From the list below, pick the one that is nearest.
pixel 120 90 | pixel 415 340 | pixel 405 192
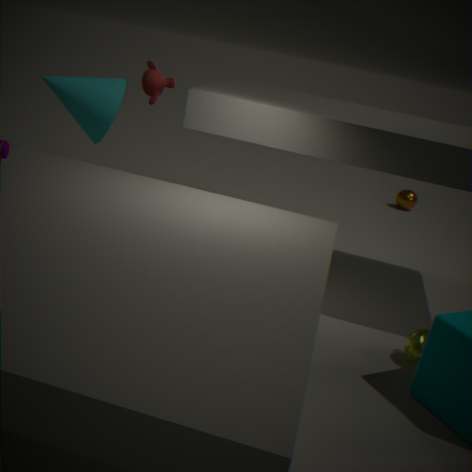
pixel 415 340
